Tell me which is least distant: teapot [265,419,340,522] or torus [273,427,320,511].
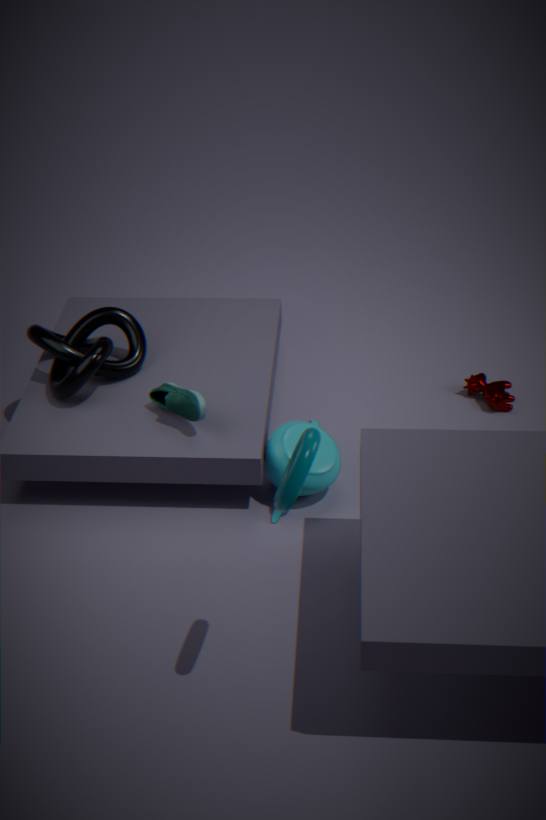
torus [273,427,320,511]
